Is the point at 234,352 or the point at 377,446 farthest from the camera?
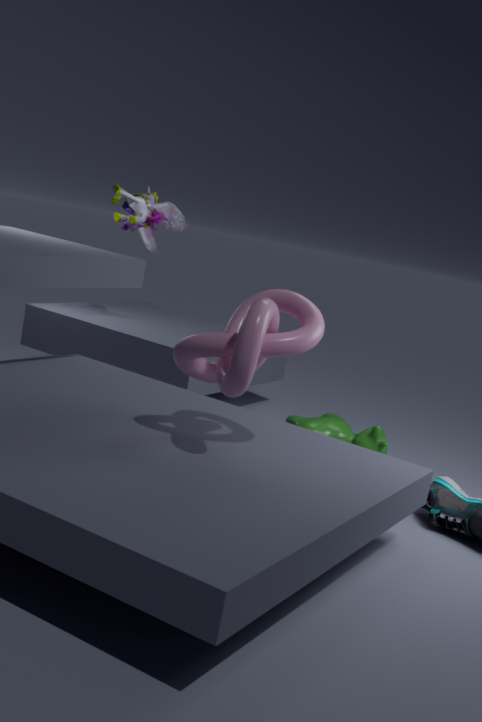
the point at 377,446
